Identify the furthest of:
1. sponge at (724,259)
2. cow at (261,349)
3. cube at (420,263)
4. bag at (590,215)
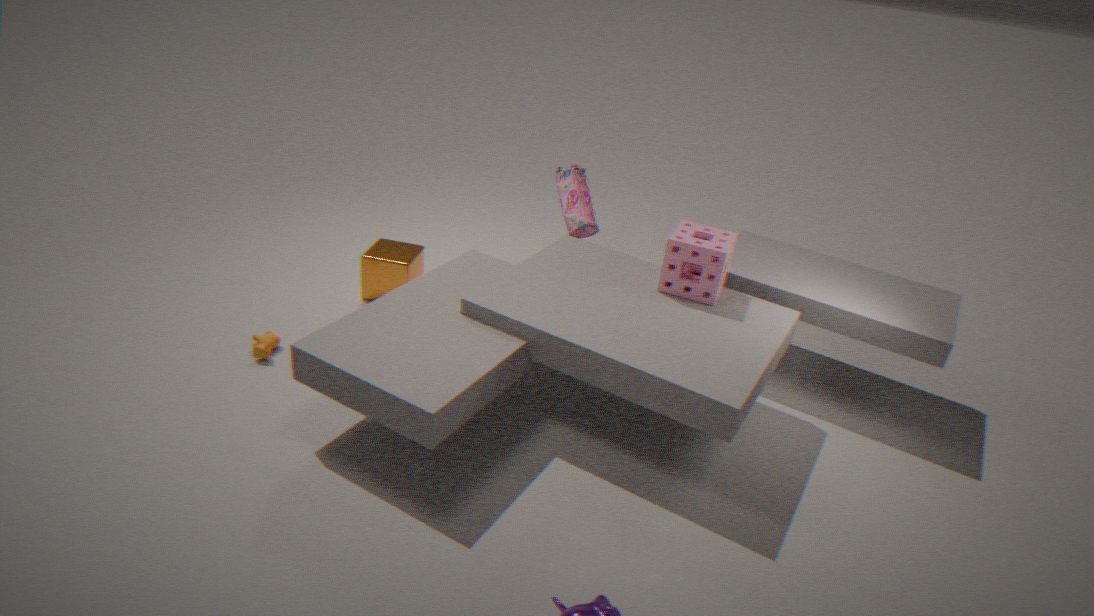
bag at (590,215)
